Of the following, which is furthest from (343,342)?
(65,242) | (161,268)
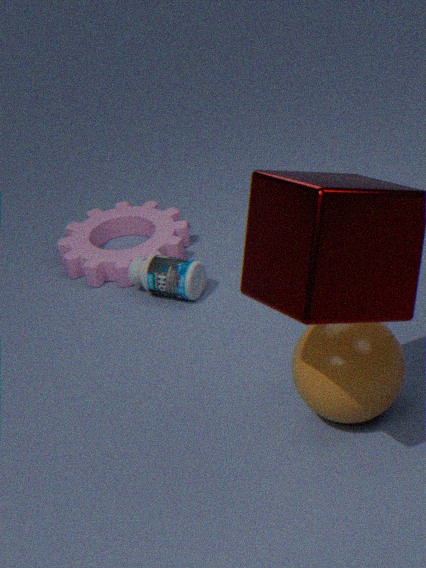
(65,242)
